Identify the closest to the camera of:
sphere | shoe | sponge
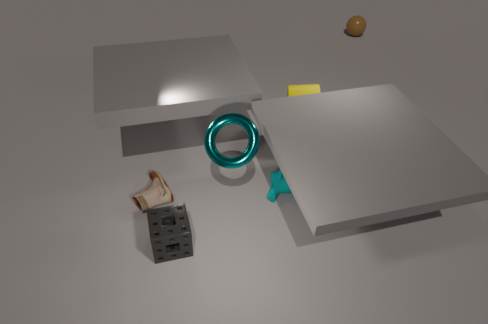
sponge
